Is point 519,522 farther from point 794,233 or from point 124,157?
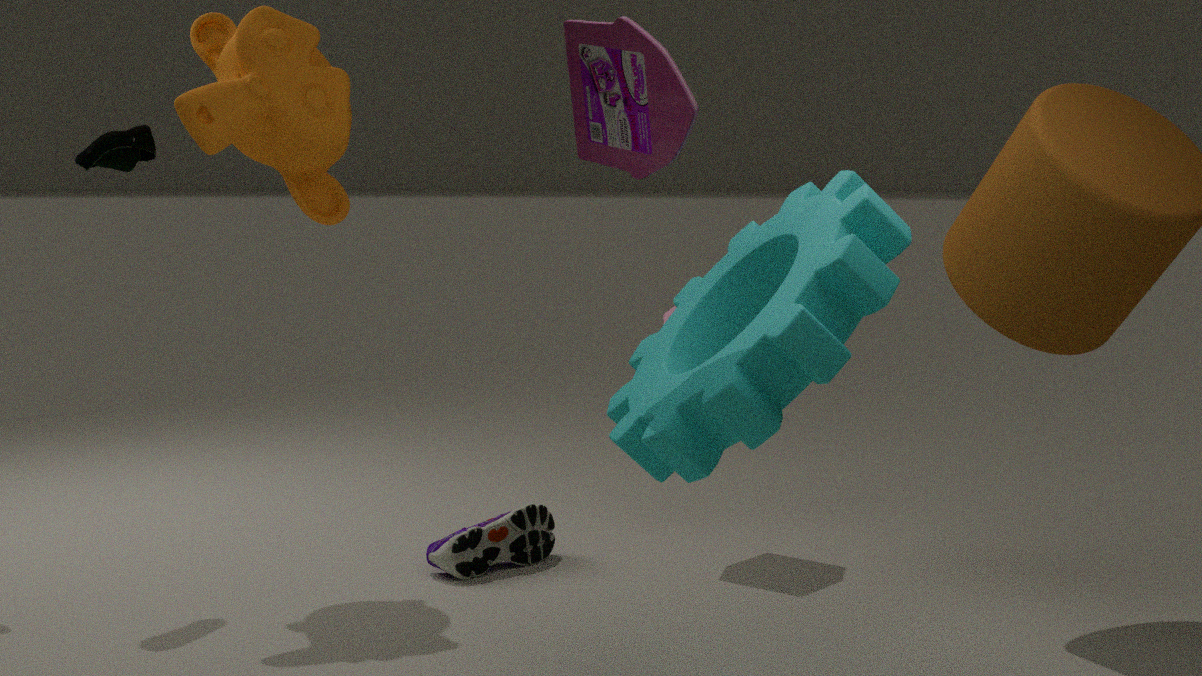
point 124,157
